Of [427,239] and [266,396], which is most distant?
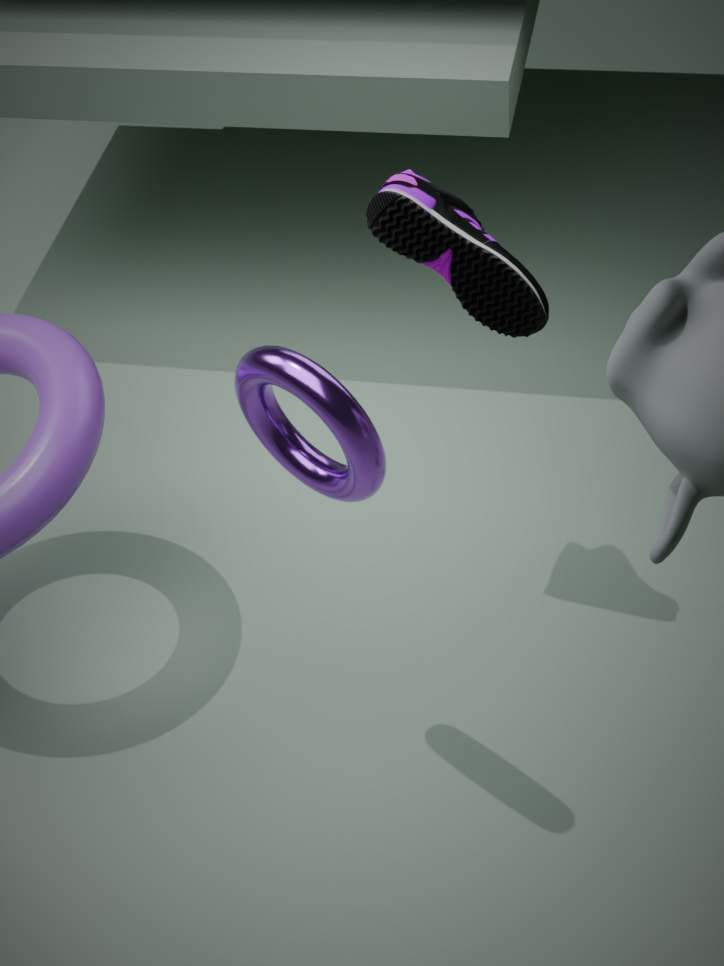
[427,239]
